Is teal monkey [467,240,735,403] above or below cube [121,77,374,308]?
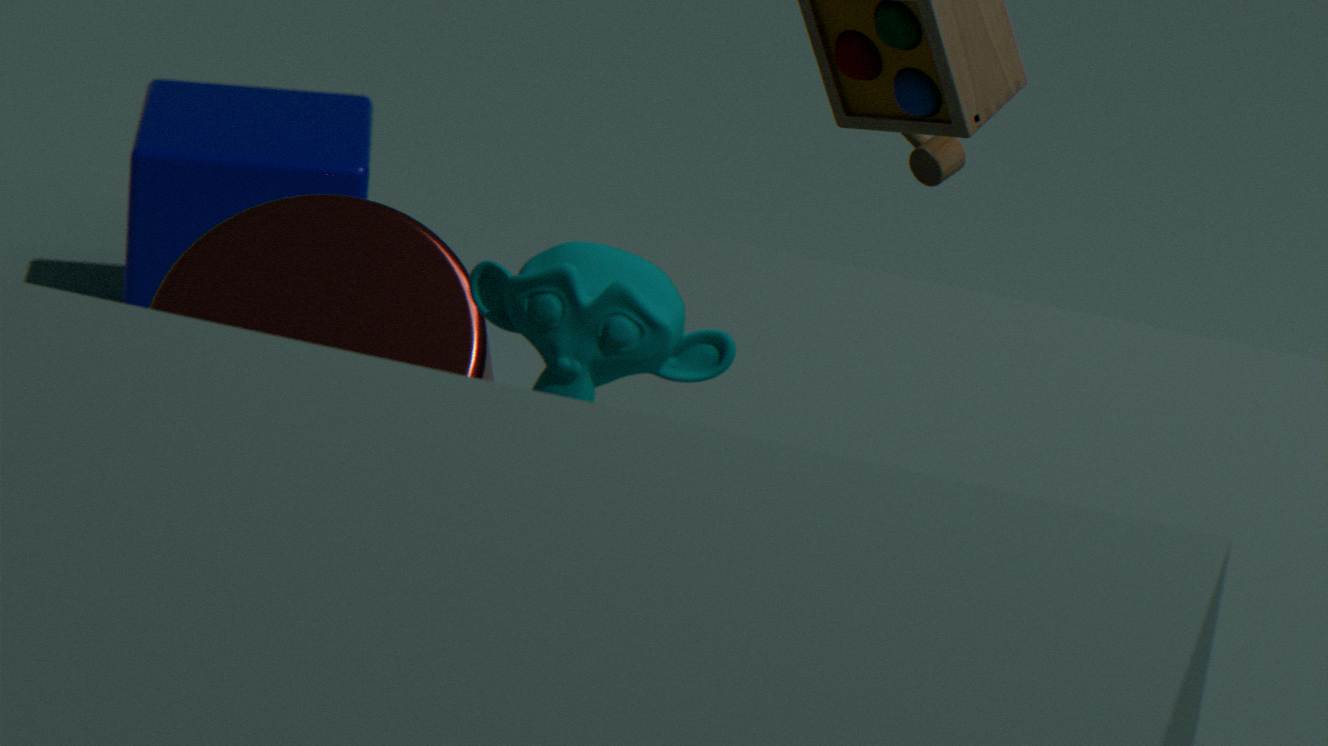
above
